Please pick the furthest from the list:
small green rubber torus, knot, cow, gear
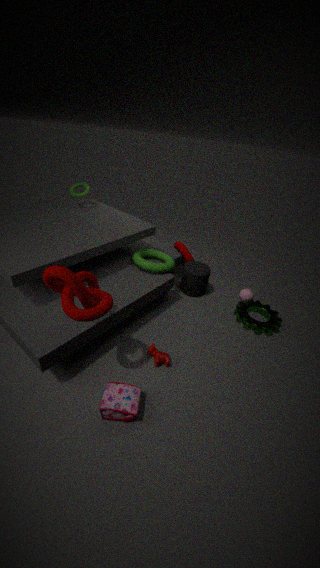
small green rubber torus
